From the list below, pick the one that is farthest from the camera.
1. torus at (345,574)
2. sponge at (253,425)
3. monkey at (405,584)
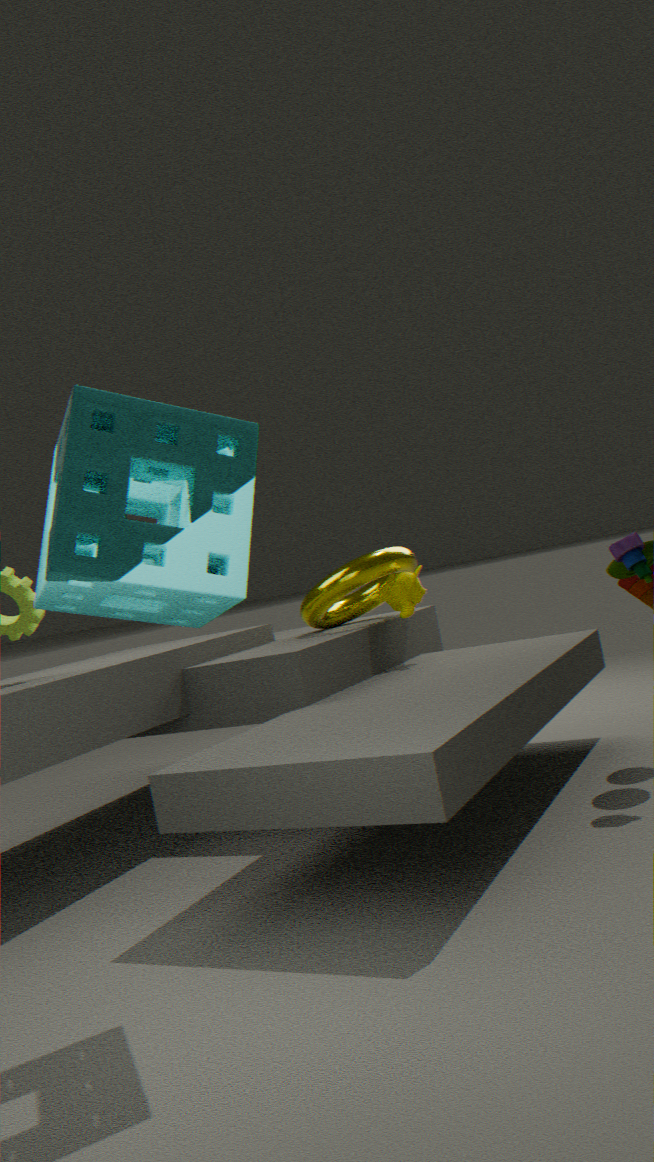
monkey at (405,584)
